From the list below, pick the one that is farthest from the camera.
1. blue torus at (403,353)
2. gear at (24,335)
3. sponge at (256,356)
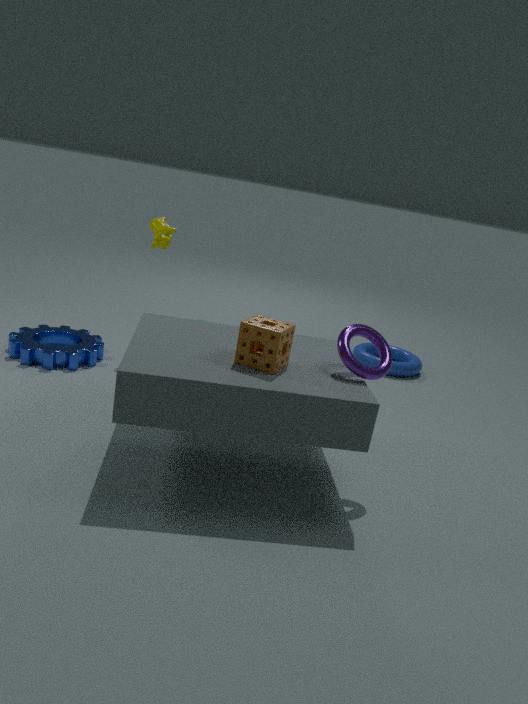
blue torus at (403,353)
